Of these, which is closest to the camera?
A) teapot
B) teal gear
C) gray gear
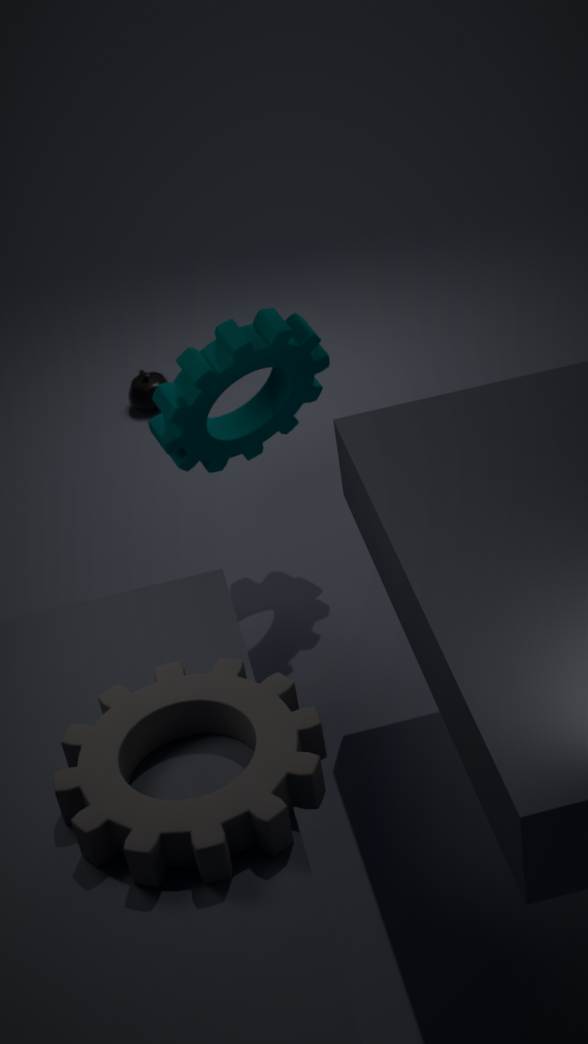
gray gear
